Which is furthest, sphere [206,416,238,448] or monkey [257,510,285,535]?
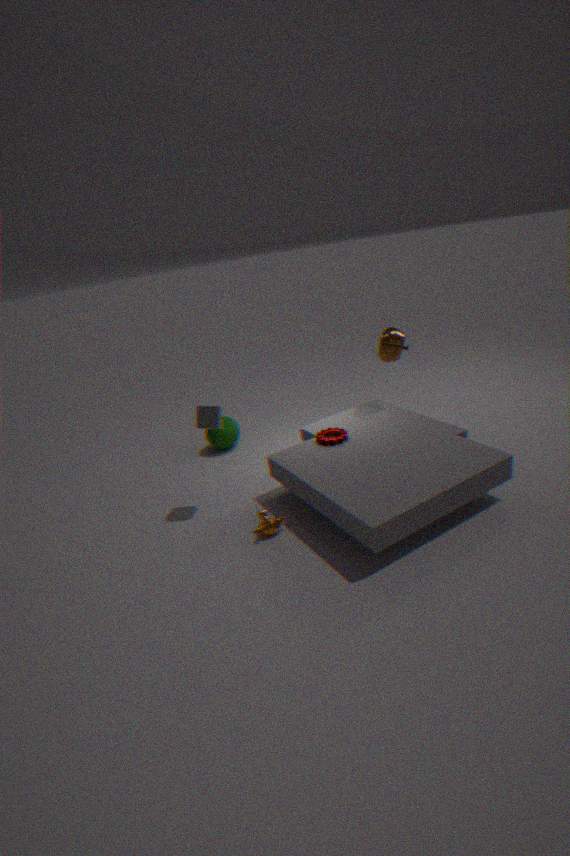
sphere [206,416,238,448]
